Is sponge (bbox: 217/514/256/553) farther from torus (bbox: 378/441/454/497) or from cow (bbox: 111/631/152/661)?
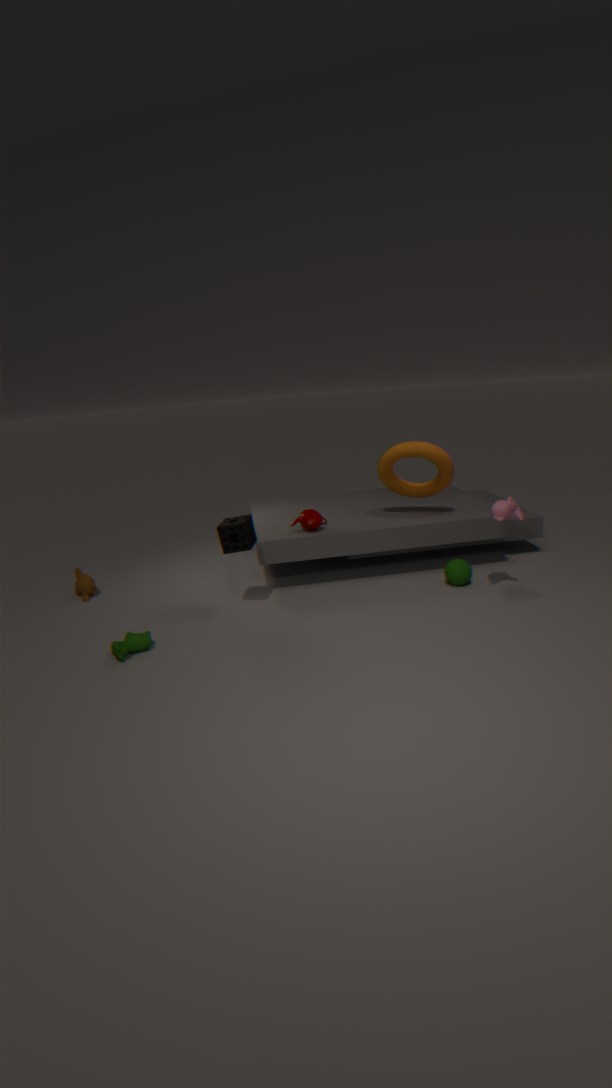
torus (bbox: 378/441/454/497)
